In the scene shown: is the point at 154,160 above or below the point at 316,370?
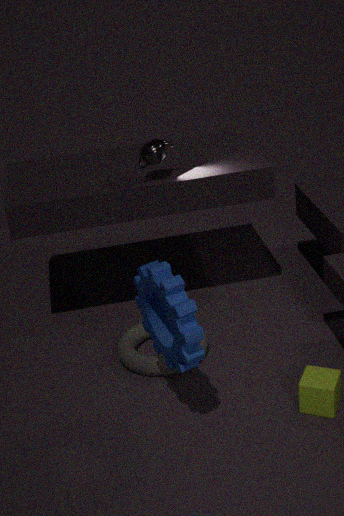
above
